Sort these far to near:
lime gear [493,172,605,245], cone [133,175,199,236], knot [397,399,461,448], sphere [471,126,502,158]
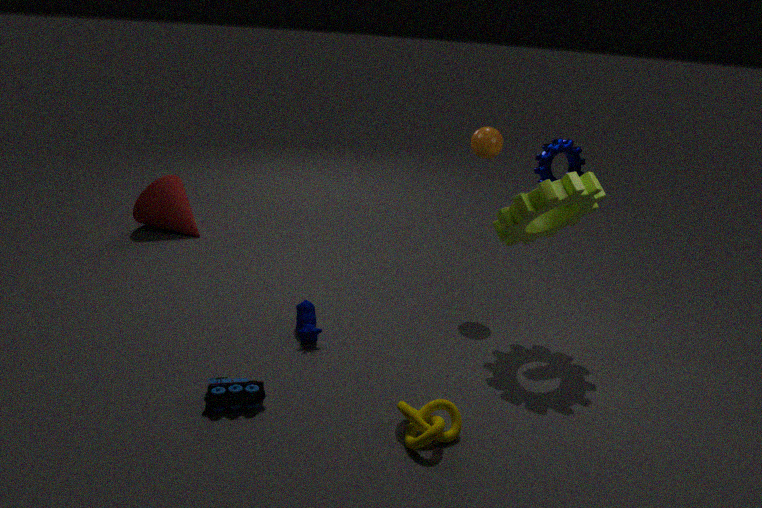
1. cone [133,175,199,236]
2. sphere [471,126,502,158]
3. lime gear [493,172,605,245]
4. knot [397,399,461,448]
